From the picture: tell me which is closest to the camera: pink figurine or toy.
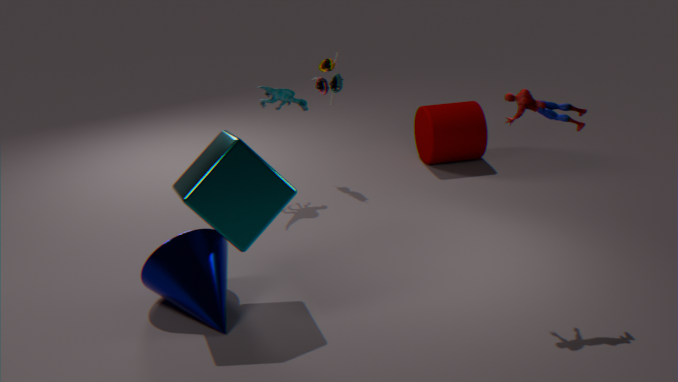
pink figurine
